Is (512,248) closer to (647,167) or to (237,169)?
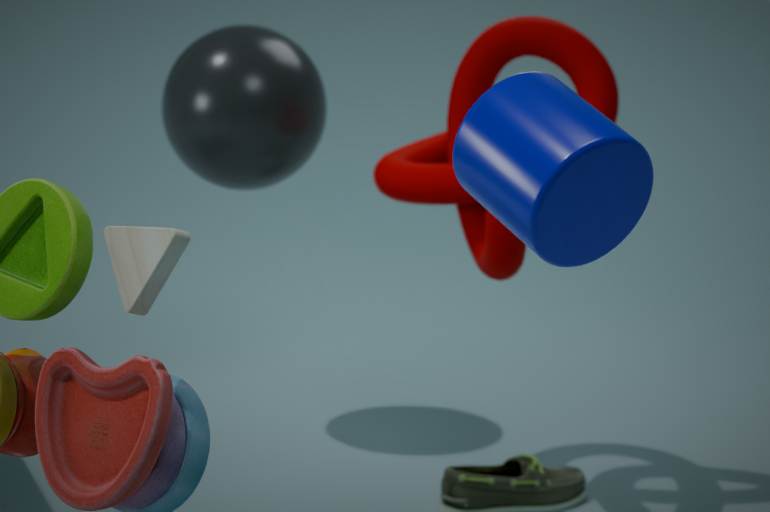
(237,169)
